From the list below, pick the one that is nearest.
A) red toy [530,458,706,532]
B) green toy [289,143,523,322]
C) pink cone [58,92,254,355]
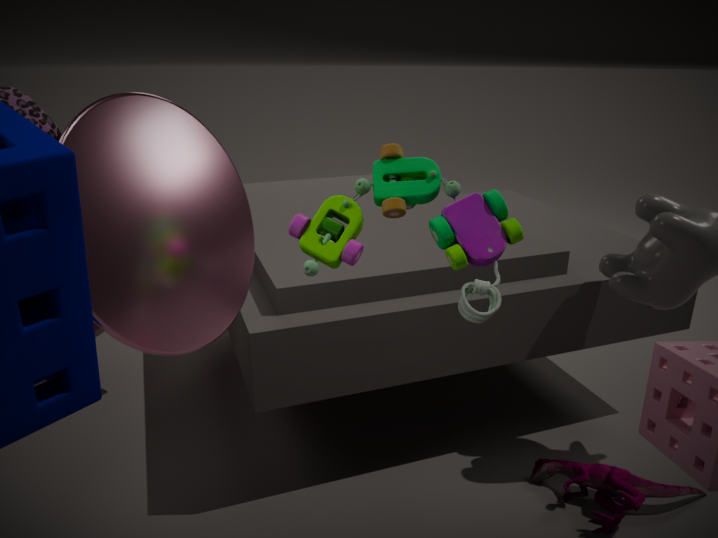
pink cone [58,92,254,355]
